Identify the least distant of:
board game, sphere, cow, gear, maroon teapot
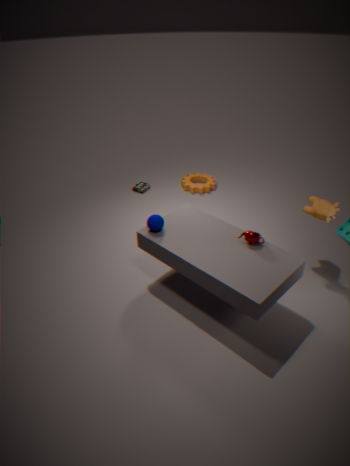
maroon teapot
